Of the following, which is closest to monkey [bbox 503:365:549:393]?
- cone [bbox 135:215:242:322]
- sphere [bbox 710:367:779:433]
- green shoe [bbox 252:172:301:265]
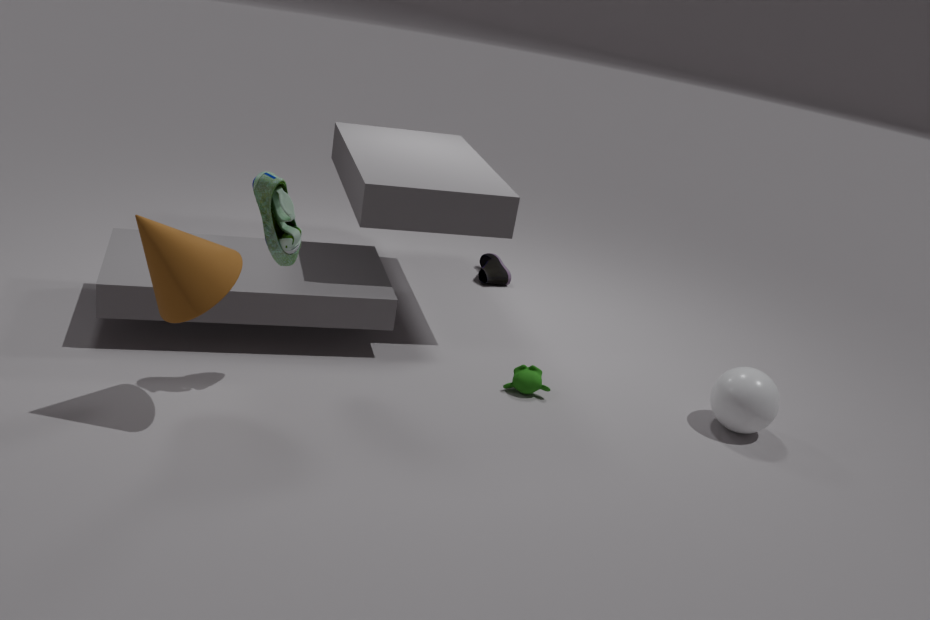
sphere [bbox 710:367:779:433]
